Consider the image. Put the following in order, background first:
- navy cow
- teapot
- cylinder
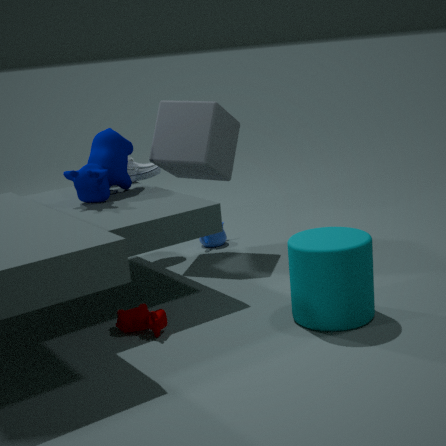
teapot
navy cow
cylinder
